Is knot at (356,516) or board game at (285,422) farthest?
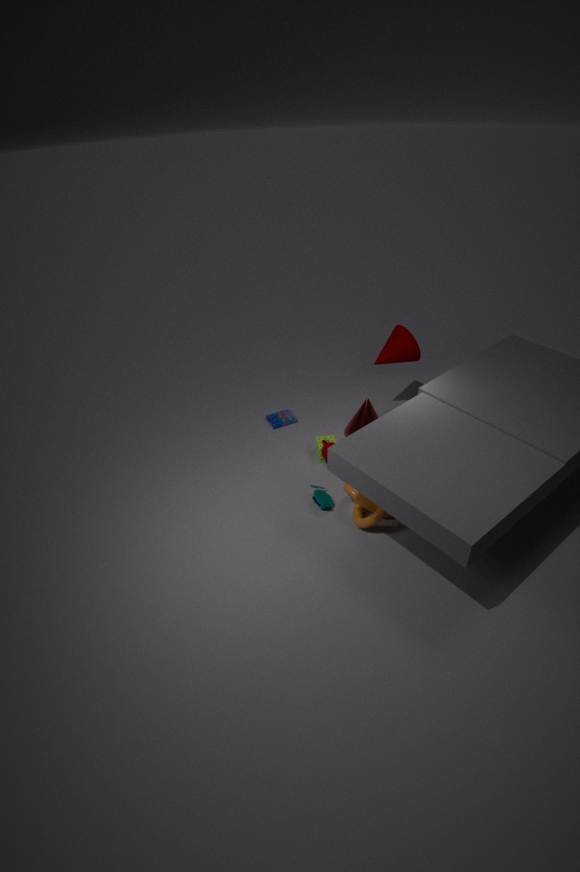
board game at (285,422)
